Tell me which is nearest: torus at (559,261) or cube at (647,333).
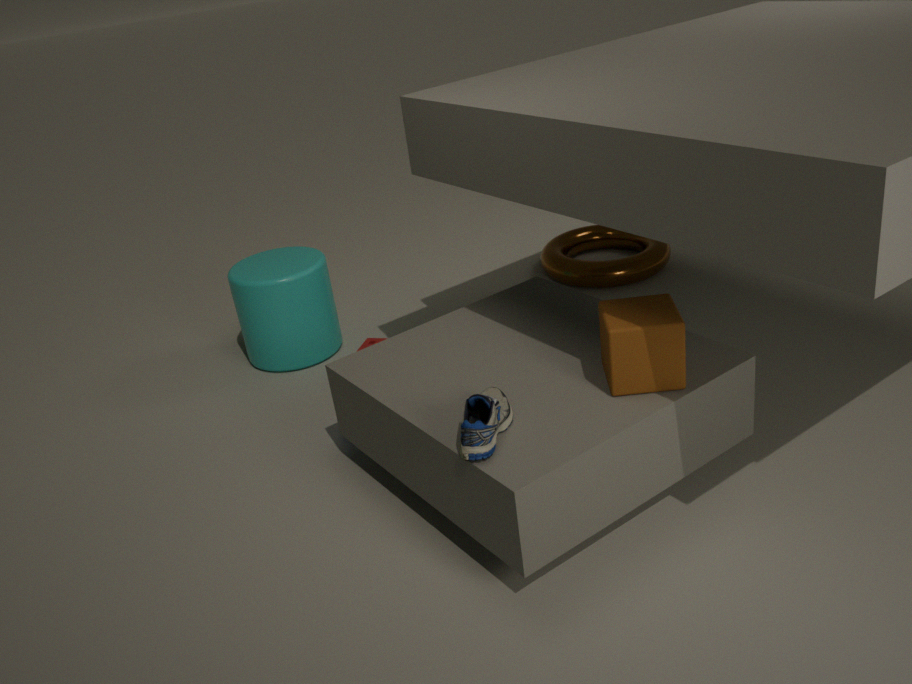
cube at (647,333)
